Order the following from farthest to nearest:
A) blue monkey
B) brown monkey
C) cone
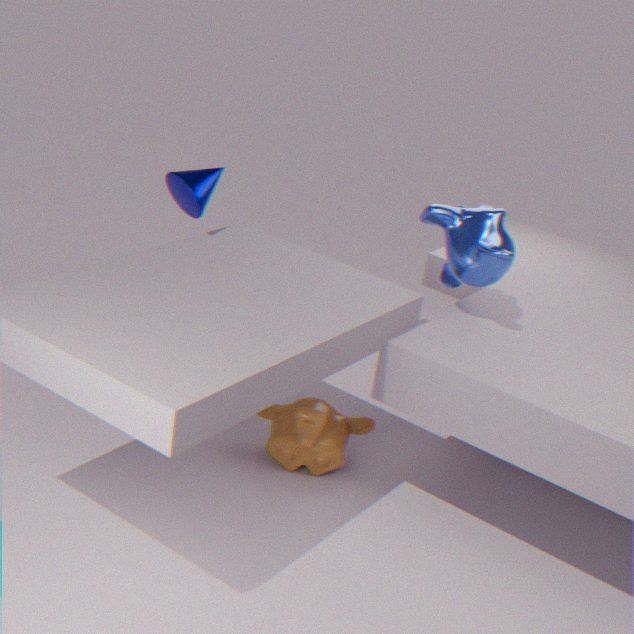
1. cone
2. brown monkey
3. blue monkey
